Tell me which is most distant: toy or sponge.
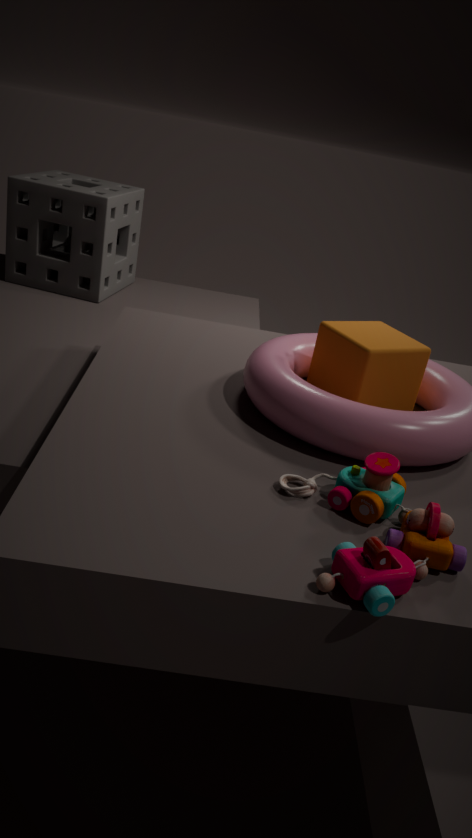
sponge
